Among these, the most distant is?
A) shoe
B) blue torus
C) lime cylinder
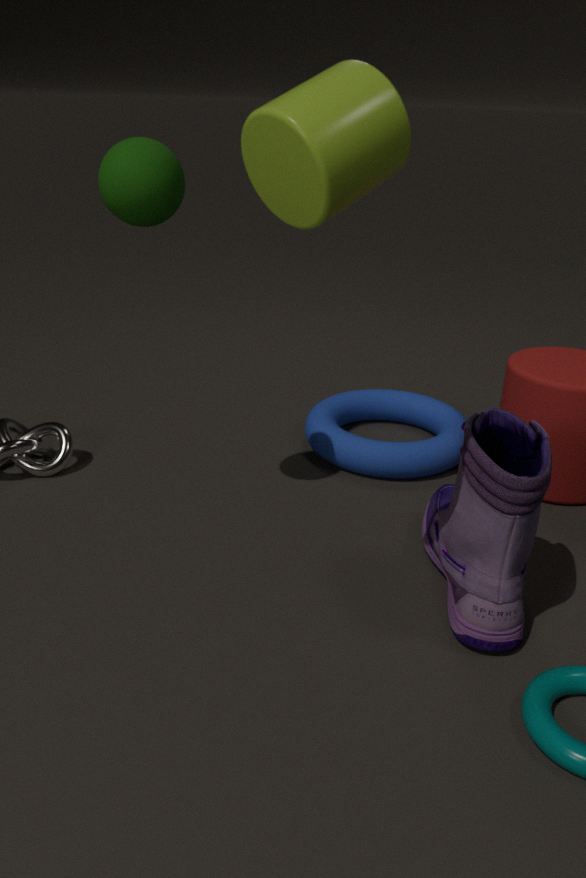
blue torus
